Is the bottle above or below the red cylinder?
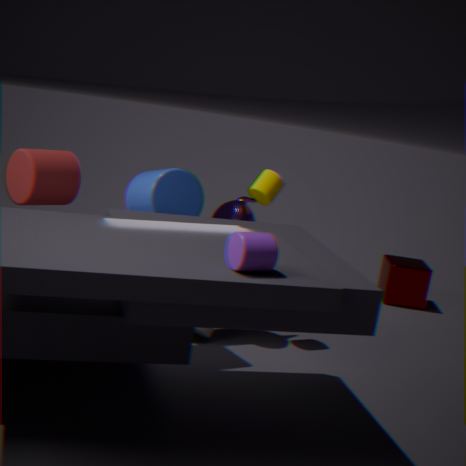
below
